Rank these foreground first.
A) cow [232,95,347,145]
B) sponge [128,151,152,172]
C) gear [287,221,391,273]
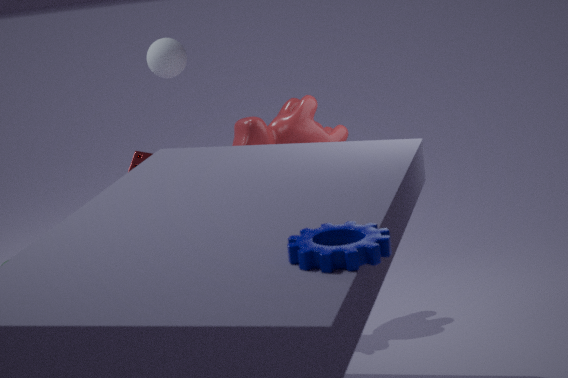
gear [287,221,391,273] → cow [232,95,347,145] → sponge [128,151,152,172]
